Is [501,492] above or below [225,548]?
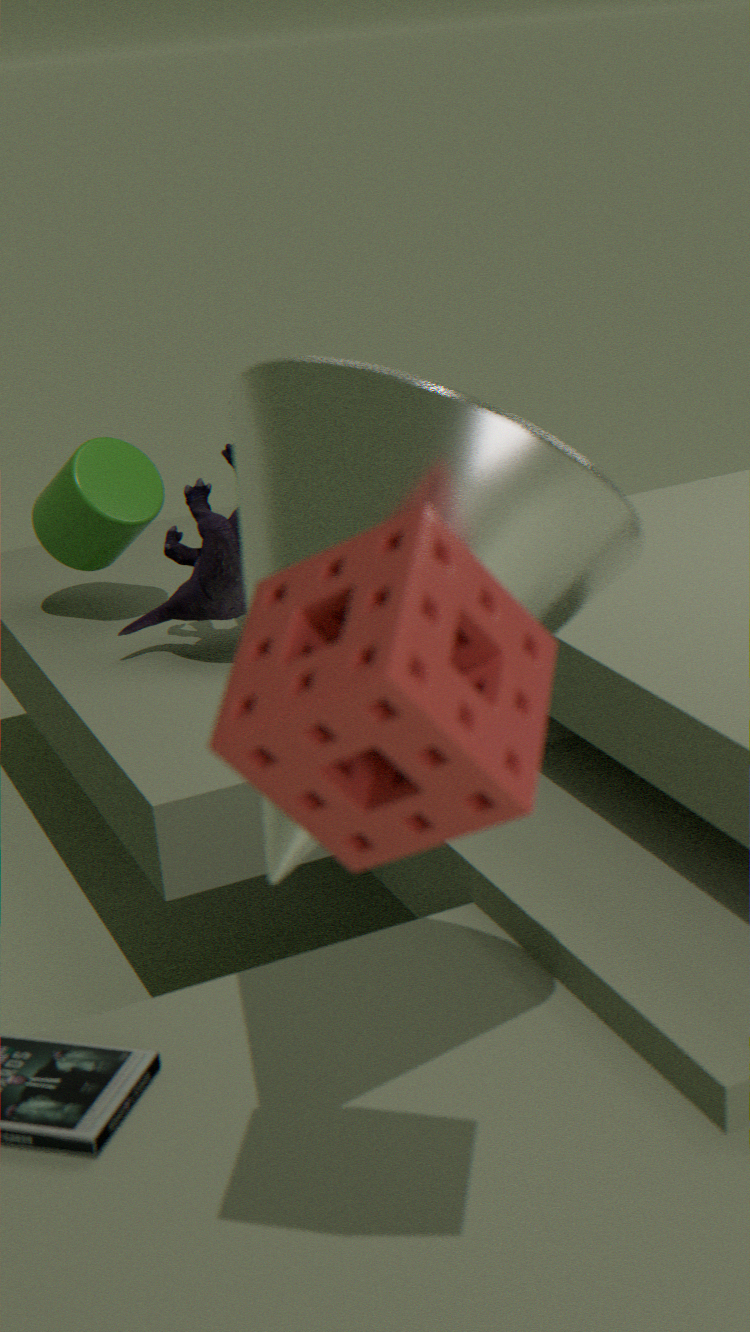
A: above
